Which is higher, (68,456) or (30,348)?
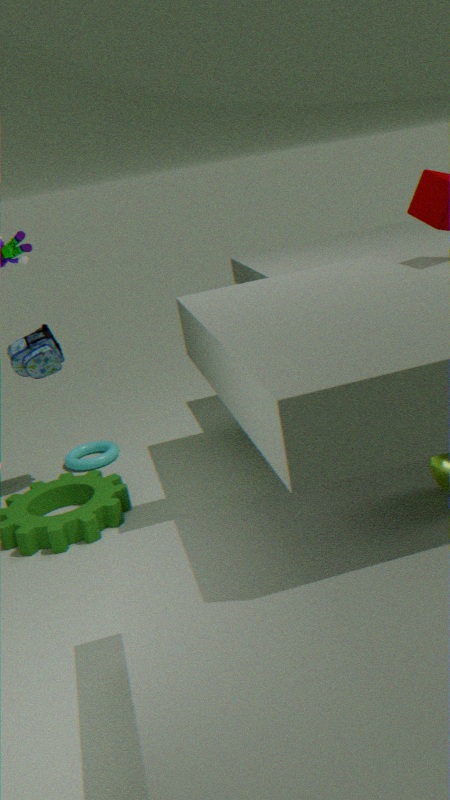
(30,348)
